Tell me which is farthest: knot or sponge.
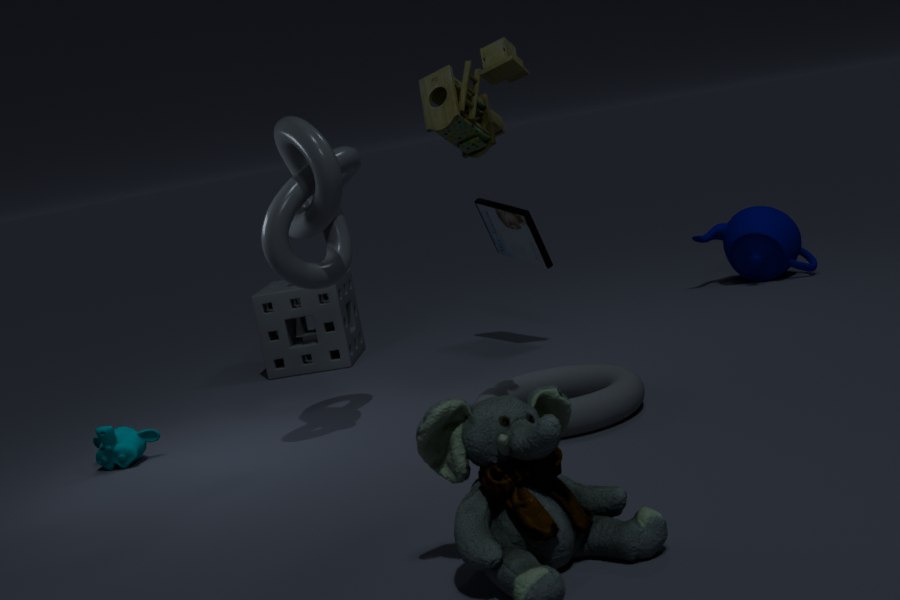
sponge
